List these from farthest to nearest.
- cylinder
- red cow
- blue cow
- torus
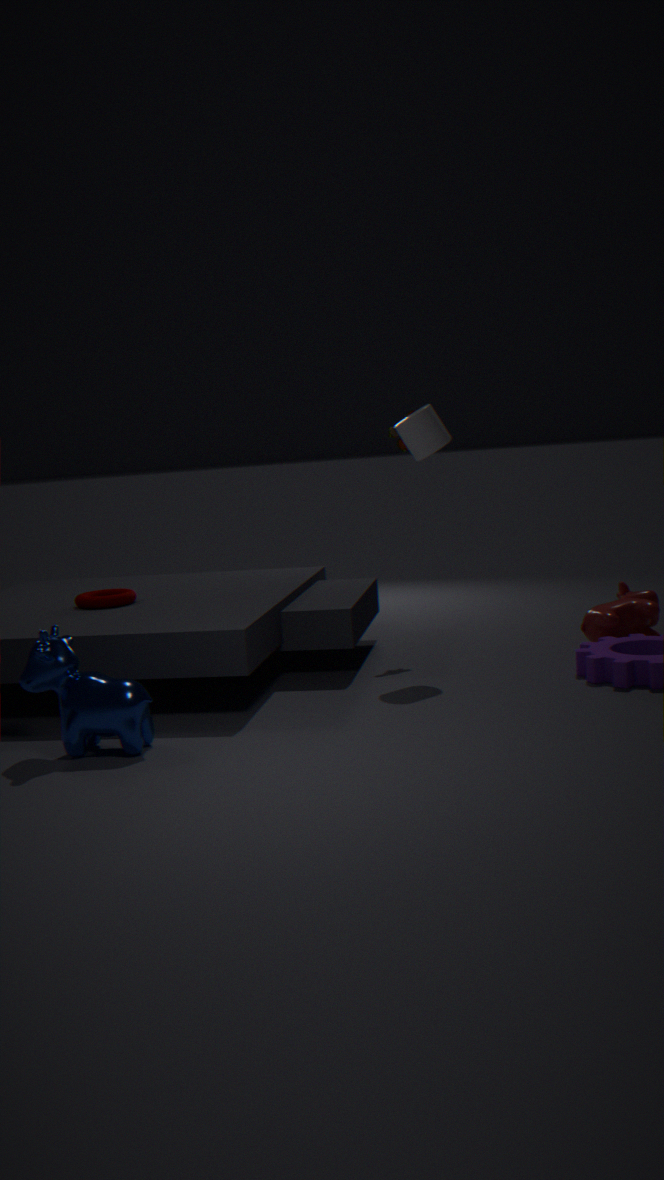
1. torus
2. red cow
3. cylinder
4. blue cow
